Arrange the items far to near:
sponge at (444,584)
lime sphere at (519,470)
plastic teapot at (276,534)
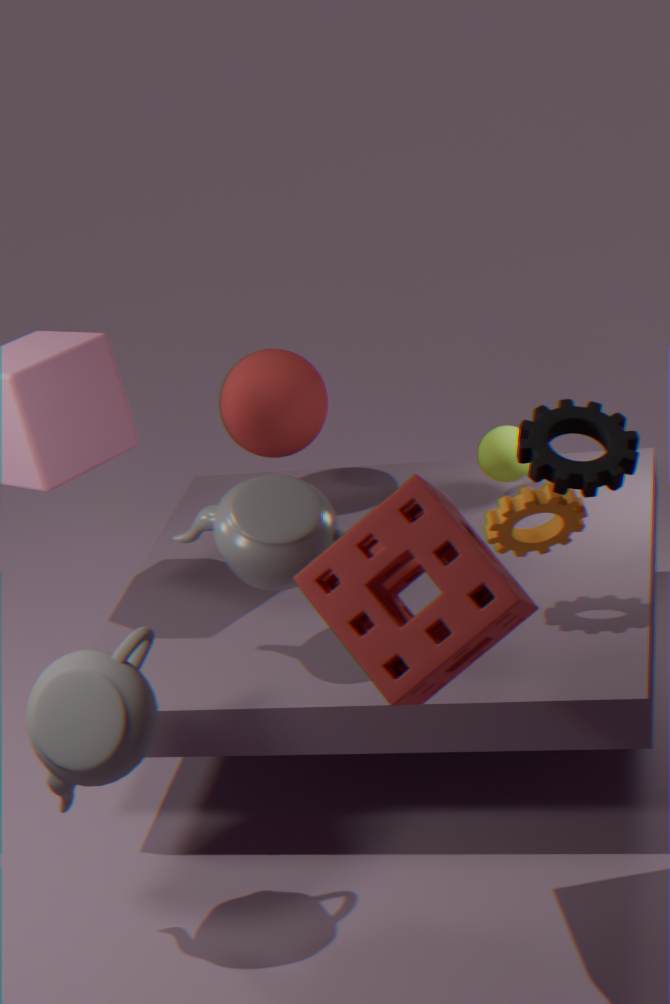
lime sphere at (519,470)
plastic teapot at (276,534)
sponge at (444,584)
